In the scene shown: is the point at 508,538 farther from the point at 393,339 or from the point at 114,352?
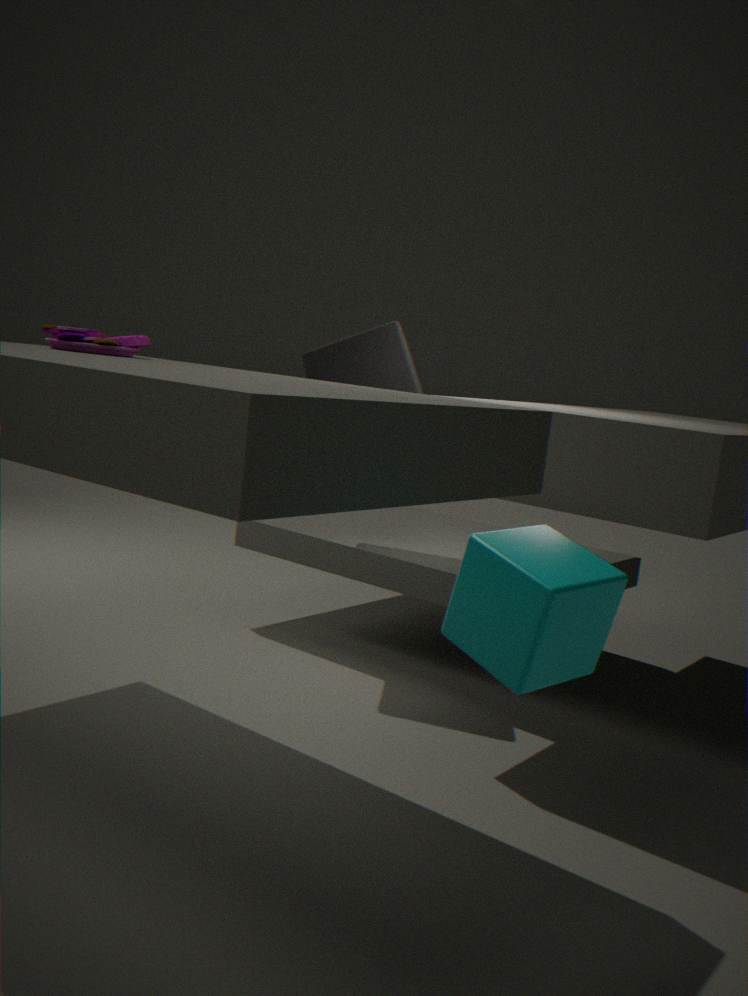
the point at 393,339
